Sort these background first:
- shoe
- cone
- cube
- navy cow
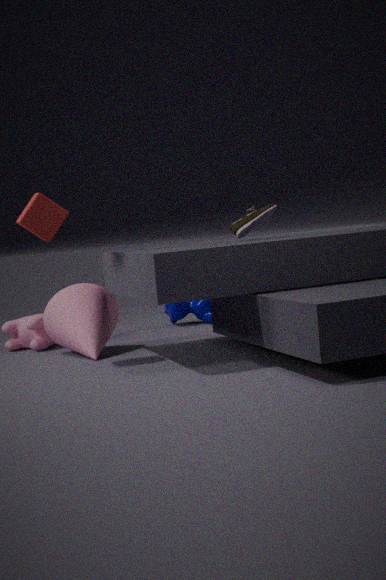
navy cow
cone
shoe
cube
